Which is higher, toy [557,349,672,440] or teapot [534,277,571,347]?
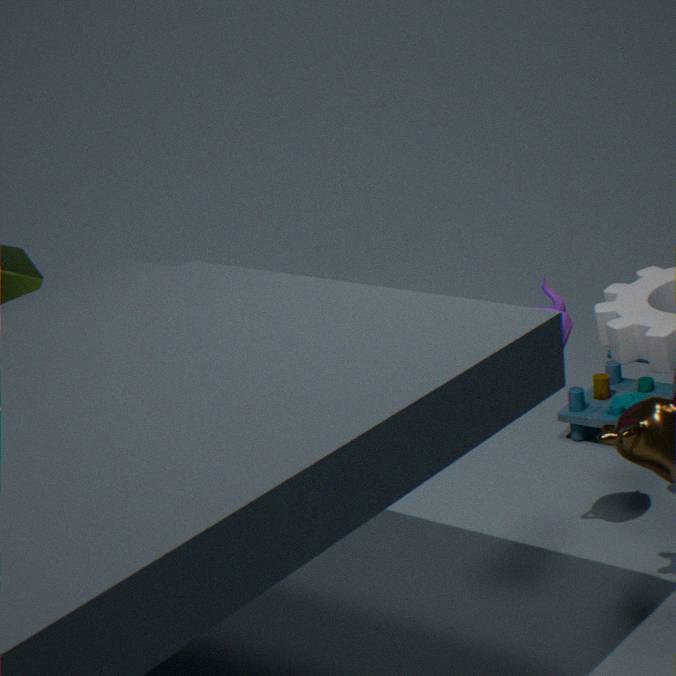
teapot [534,277,571,347]
